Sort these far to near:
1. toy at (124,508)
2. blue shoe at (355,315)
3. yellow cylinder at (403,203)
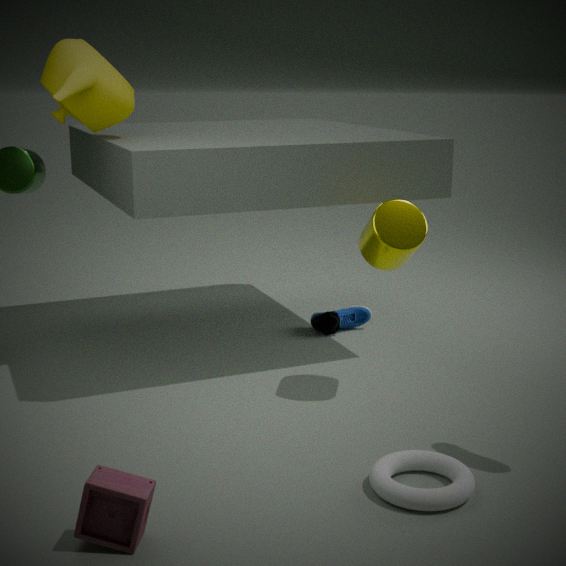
blue shoe at (355,315) → yellow cylinder at (403,203) → toy at (124,508)
